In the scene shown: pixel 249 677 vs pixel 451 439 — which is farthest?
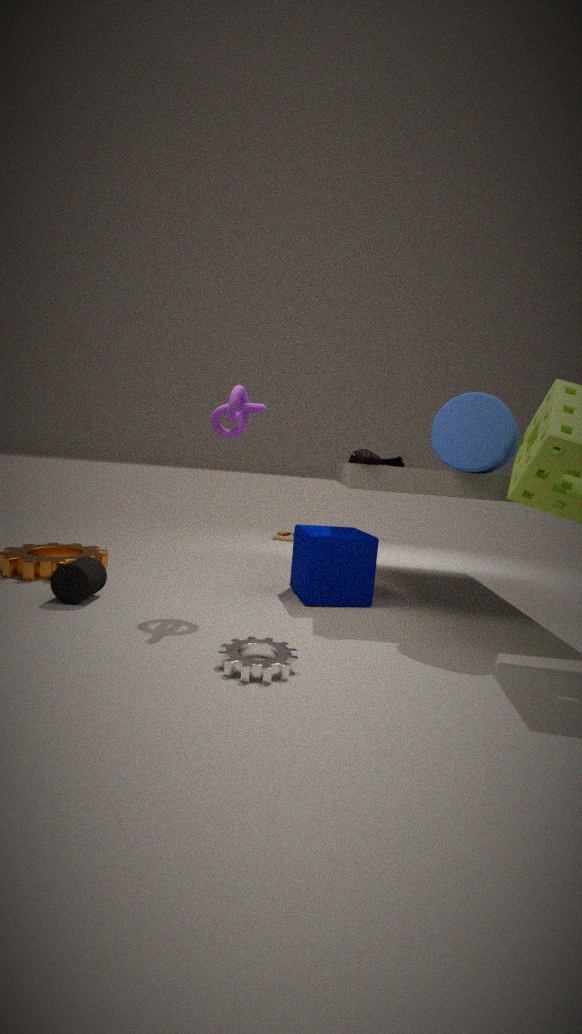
pixel 451 439
